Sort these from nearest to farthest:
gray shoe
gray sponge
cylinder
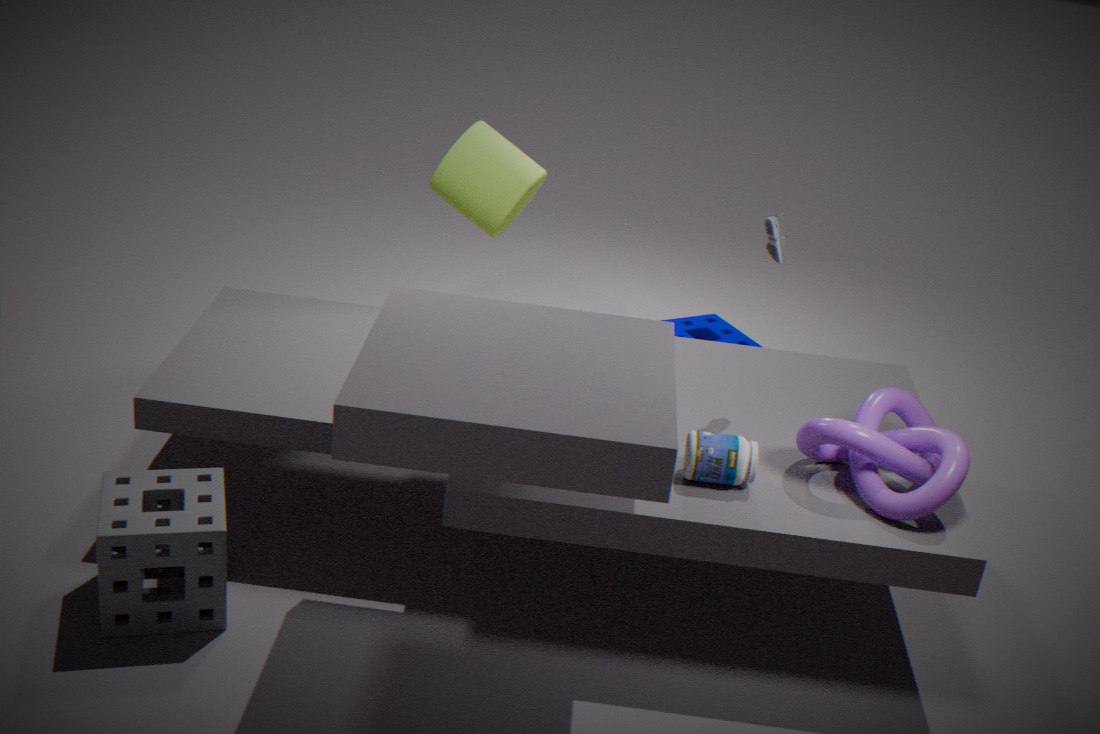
1. gray sponge
2. gray shoe
3. cylinder
